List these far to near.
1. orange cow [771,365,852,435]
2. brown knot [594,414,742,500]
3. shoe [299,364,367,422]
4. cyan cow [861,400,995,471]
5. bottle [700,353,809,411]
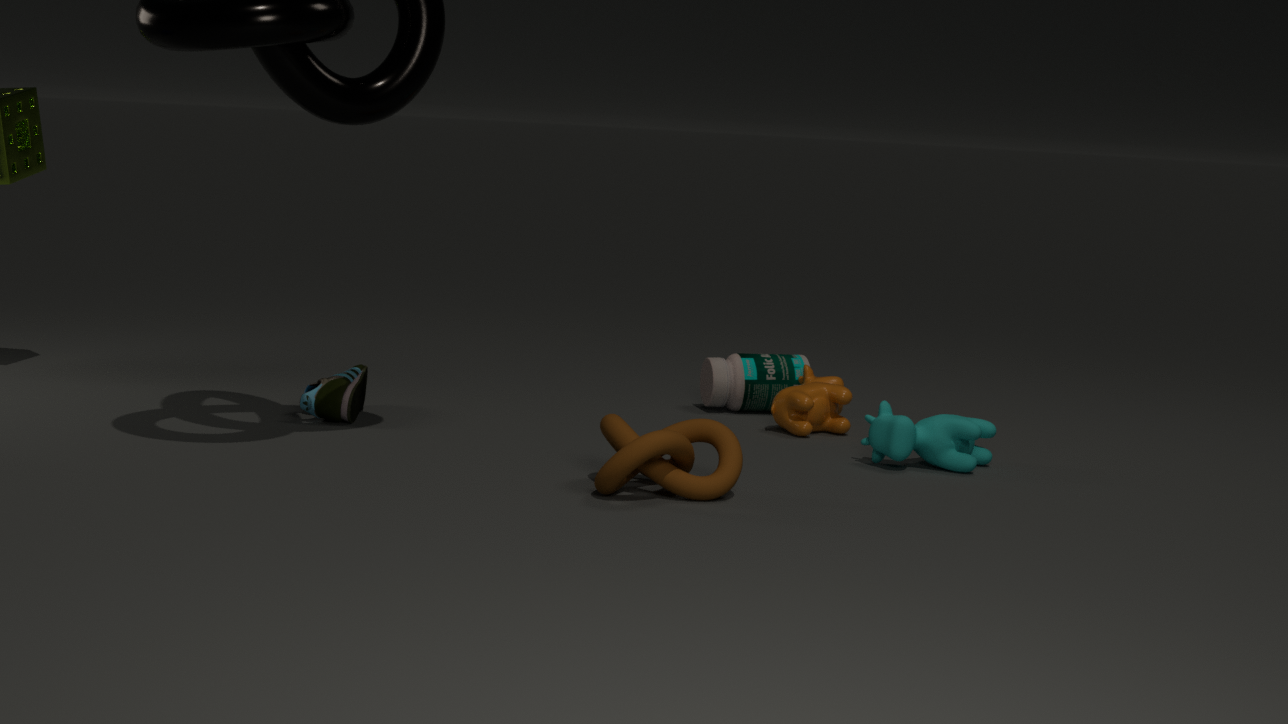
bottle [700,353,809,411] < orange cow [771,365,852,435] < shoe [299,364,367,422] < cyan cow [861,400,995,471] < brown knot [594,414,742,500]
